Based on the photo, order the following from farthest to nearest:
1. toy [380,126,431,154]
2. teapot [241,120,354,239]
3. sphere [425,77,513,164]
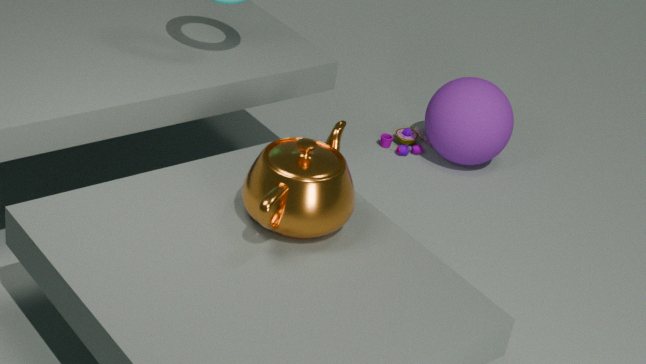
toy [380,126,431,154] → sphere [425,77,513,164] → teapot [241,120,354,239]
